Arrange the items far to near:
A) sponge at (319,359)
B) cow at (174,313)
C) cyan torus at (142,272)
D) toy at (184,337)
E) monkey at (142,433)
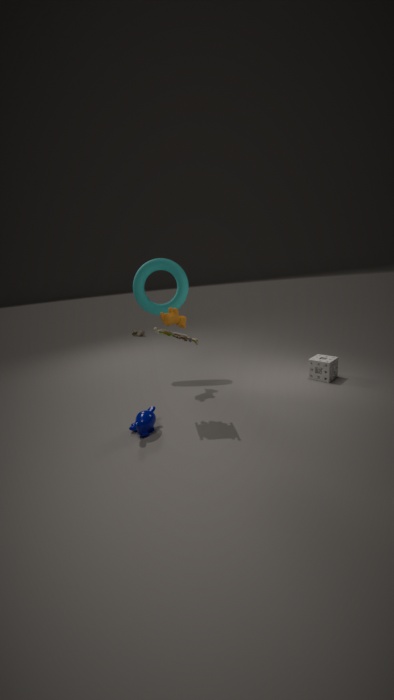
cyan torus at (142,272) → sponge at (319,359) → cow at (174,313) → toy at (184,337) → monkey at (142,433)
